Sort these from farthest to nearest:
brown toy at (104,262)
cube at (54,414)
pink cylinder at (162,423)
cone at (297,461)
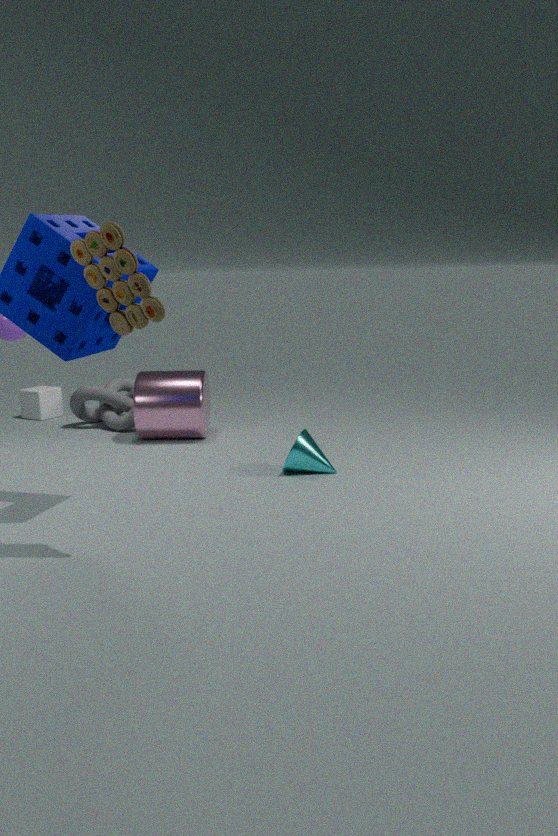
cube at (54,414), pink cylinder at (162,423), cone at (297,461), brown toy at (104,262)
